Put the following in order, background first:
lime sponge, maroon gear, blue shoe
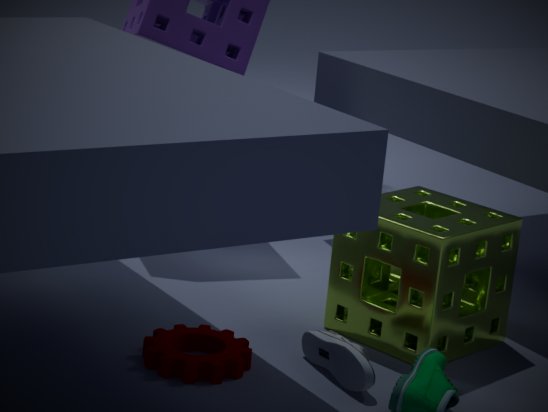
lime sponge → maroon gear → blue shoe
